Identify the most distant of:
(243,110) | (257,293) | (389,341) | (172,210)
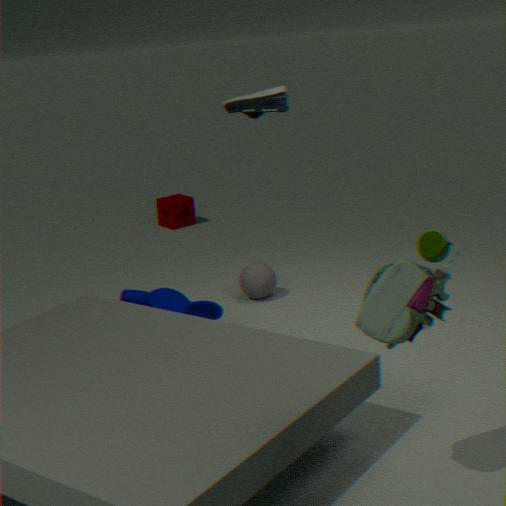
(172,210)
